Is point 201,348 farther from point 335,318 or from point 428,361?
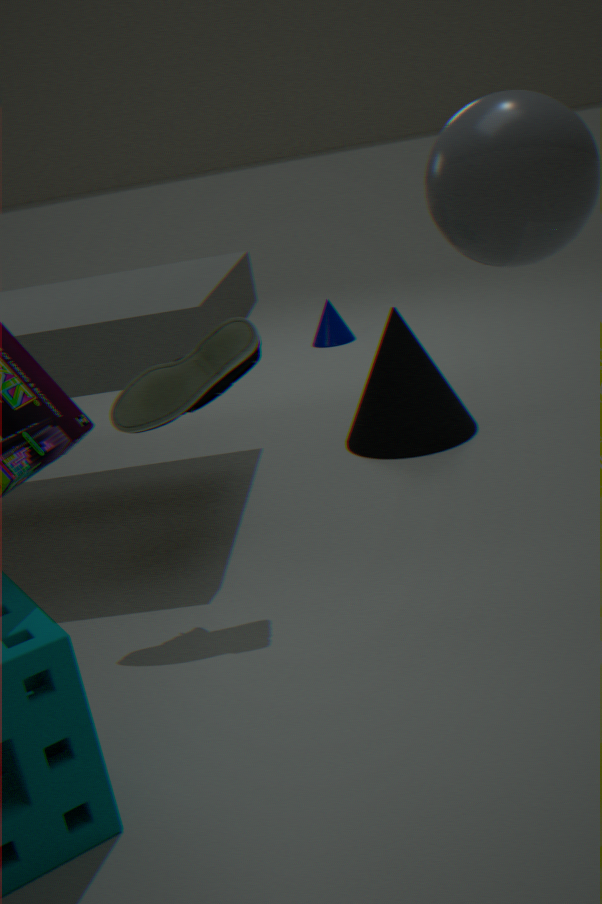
point 335,318
